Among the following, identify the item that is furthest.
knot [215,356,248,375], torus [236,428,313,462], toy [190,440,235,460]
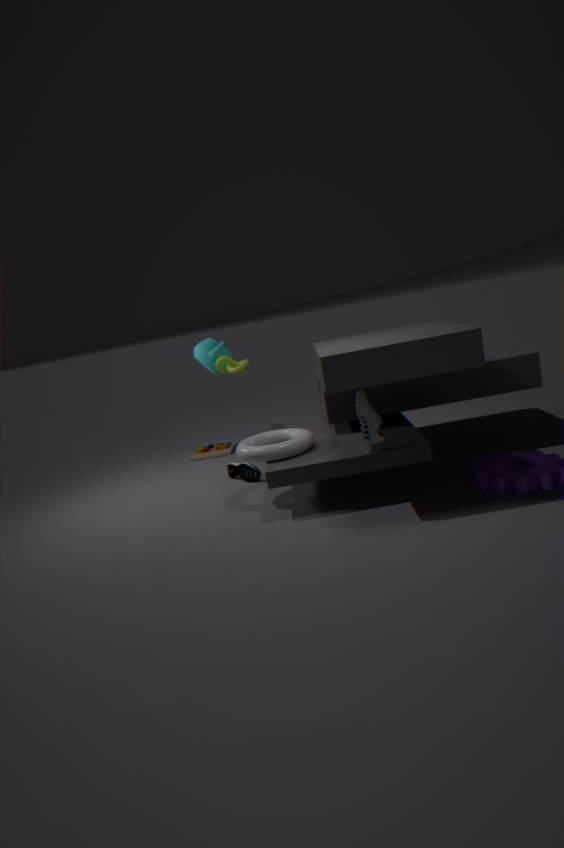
toy [190,440,235,460]
